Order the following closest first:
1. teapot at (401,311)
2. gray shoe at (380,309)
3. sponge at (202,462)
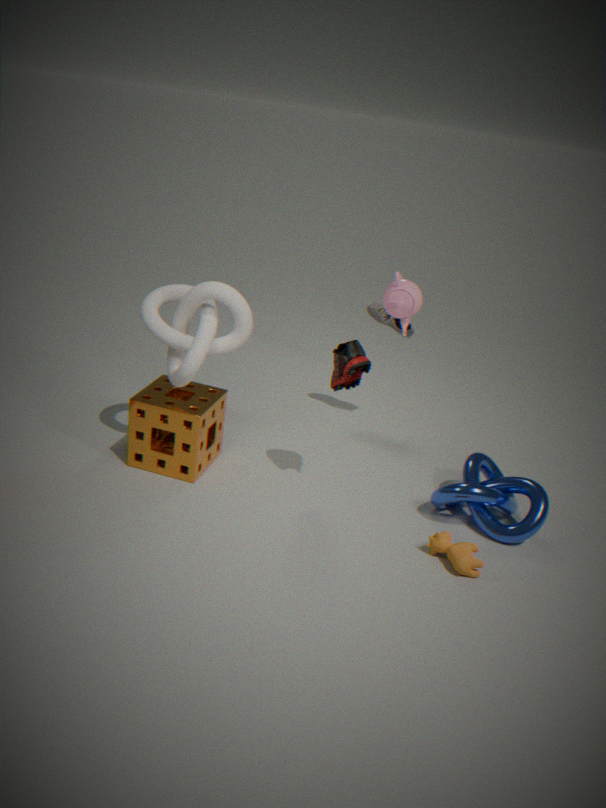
teapot at (401,311) < sponge at (202,462) < gray shoe at (380,309)
